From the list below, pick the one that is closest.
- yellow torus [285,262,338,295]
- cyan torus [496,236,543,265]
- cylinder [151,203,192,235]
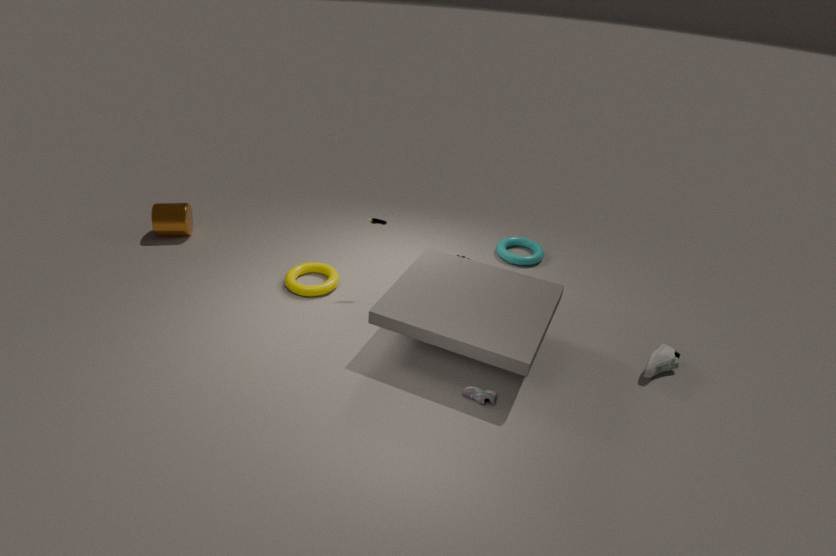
yellow torus [285,262,338,295]
